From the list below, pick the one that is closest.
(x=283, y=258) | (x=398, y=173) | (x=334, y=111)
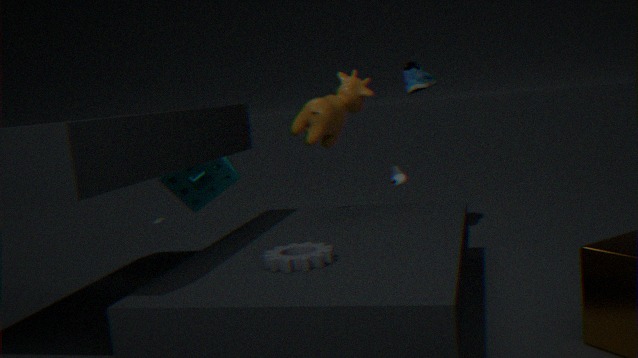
(x=283, y=258)
